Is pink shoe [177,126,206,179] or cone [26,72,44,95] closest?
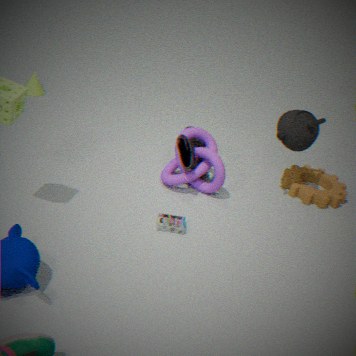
pink shoe [177,126,206,179]
